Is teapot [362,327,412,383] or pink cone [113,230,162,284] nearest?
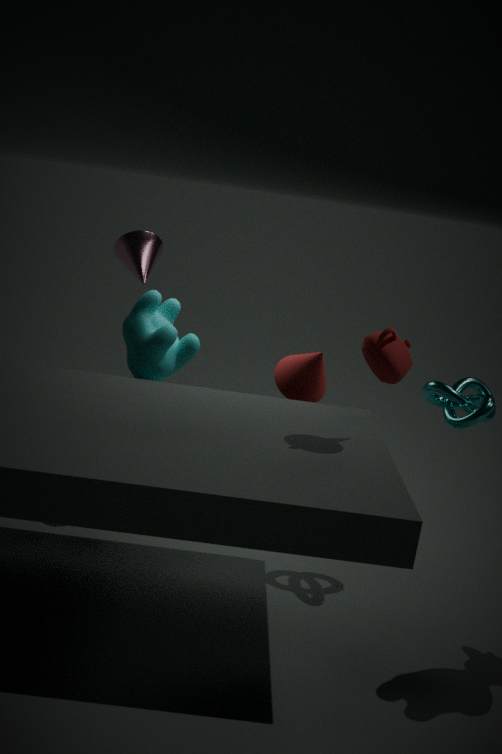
teapot [362,327,412,383]
